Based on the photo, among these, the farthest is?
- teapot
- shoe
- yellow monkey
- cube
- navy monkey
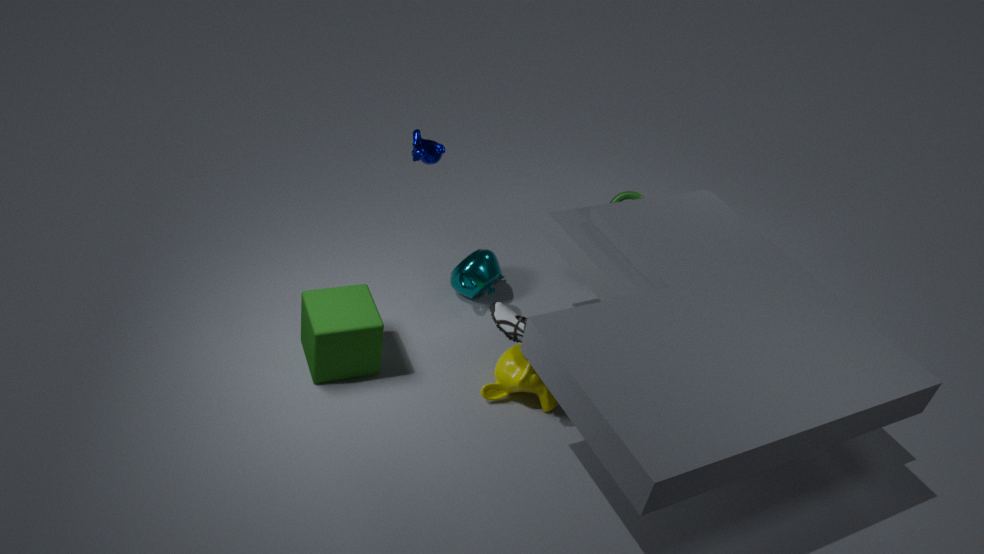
teapot
